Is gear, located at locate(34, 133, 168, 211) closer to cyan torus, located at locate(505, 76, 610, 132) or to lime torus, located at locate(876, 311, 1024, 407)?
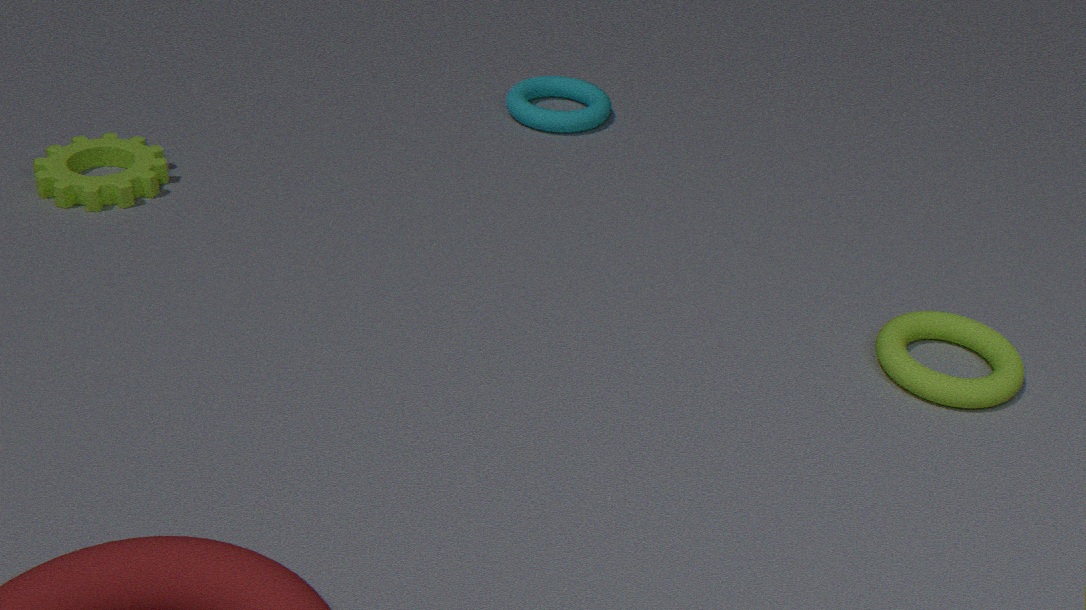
cyan torus, located at locate(505, 76, 610, 132)
